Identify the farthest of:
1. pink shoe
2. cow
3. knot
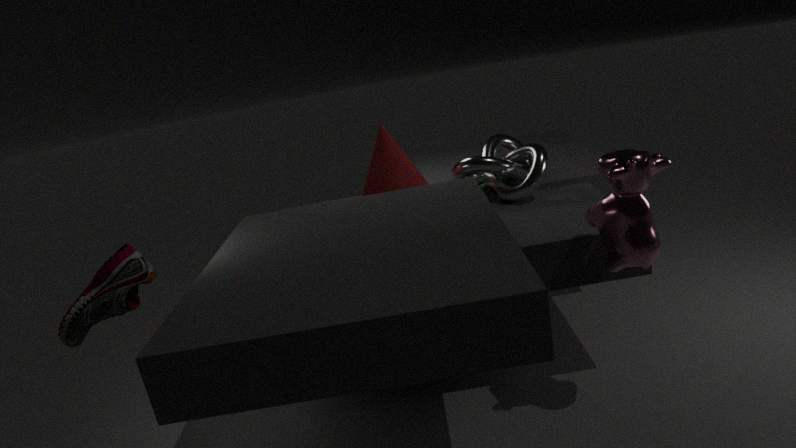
knot
